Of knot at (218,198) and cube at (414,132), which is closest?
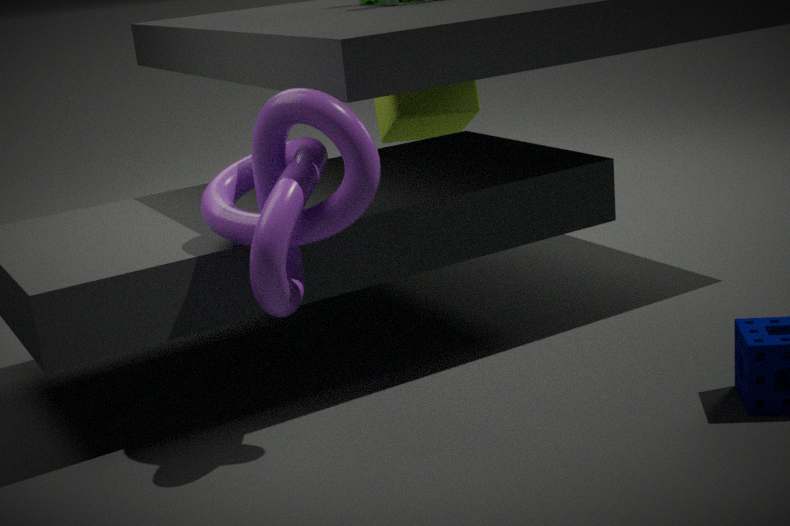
knot at (218,198)
